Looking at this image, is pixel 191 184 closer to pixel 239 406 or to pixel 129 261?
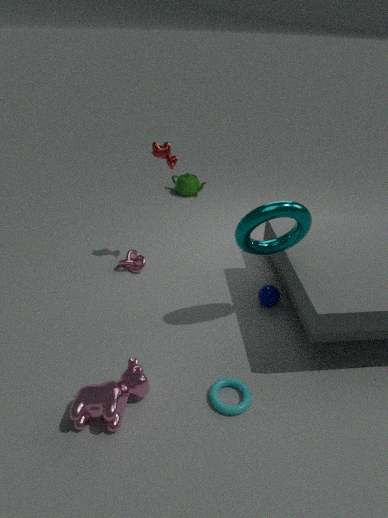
pixel 129 261
